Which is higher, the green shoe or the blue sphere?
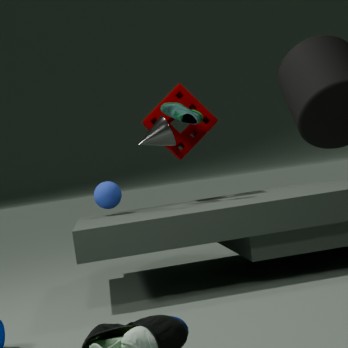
the green shoe
